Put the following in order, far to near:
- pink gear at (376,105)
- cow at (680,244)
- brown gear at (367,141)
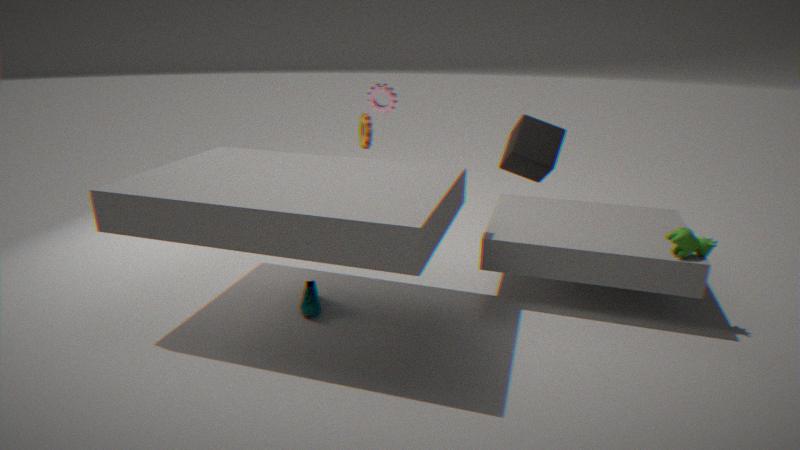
pink gear at (376,105)
brown gear at (367,141)
cow at (680,244)
